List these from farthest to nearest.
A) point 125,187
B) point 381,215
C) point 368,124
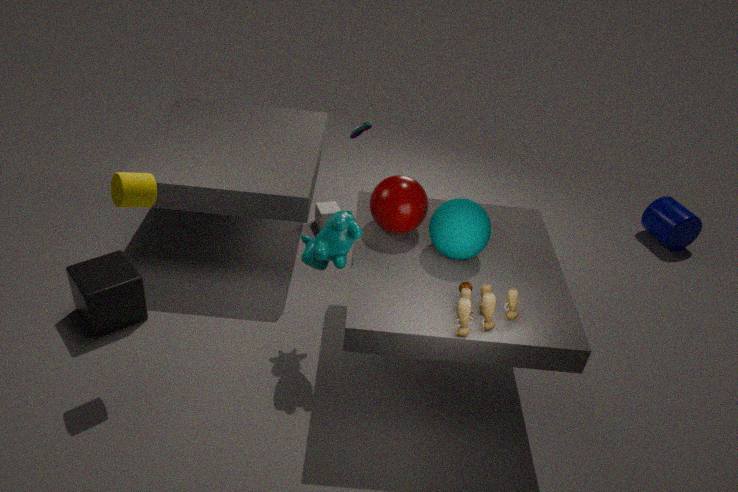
1. point 368,124
2. point 381,215
3. point 125,187
